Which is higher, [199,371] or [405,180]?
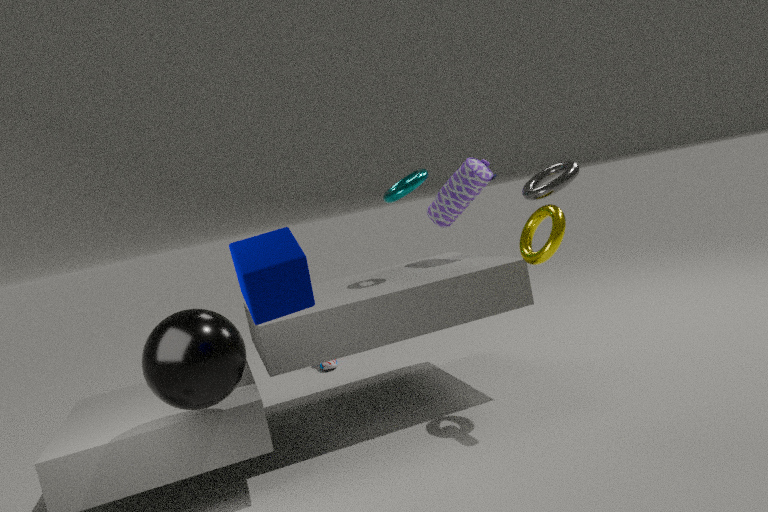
[405,180]
